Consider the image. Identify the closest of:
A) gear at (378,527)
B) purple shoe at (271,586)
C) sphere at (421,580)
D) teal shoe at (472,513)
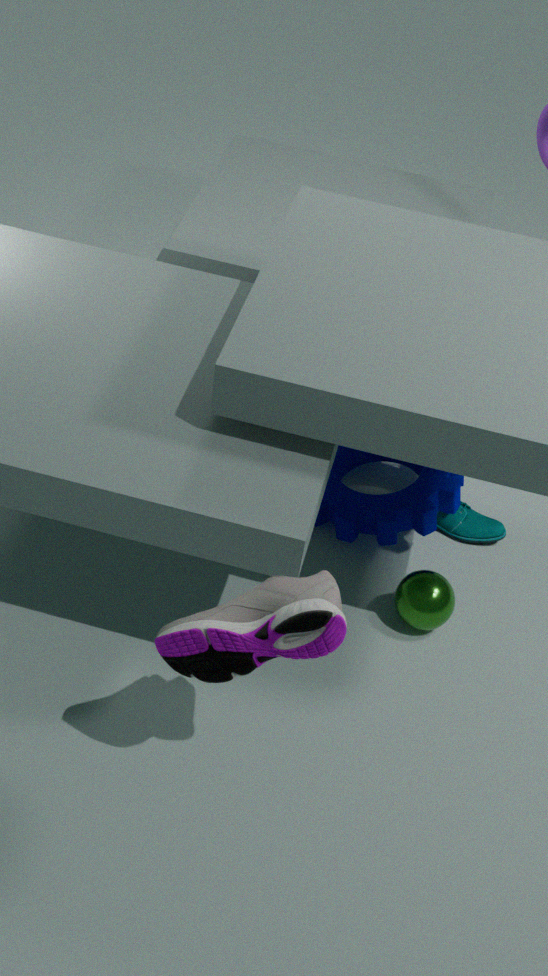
purple shoe at (271,586)
